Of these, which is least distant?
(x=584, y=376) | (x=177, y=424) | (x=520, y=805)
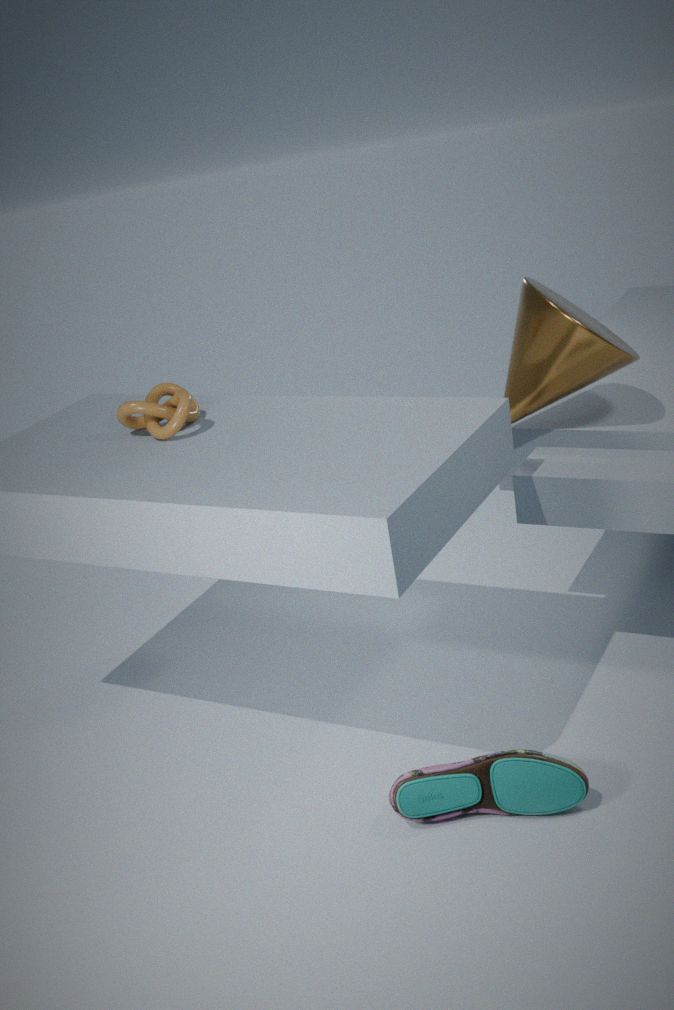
(x=520, y=805)
